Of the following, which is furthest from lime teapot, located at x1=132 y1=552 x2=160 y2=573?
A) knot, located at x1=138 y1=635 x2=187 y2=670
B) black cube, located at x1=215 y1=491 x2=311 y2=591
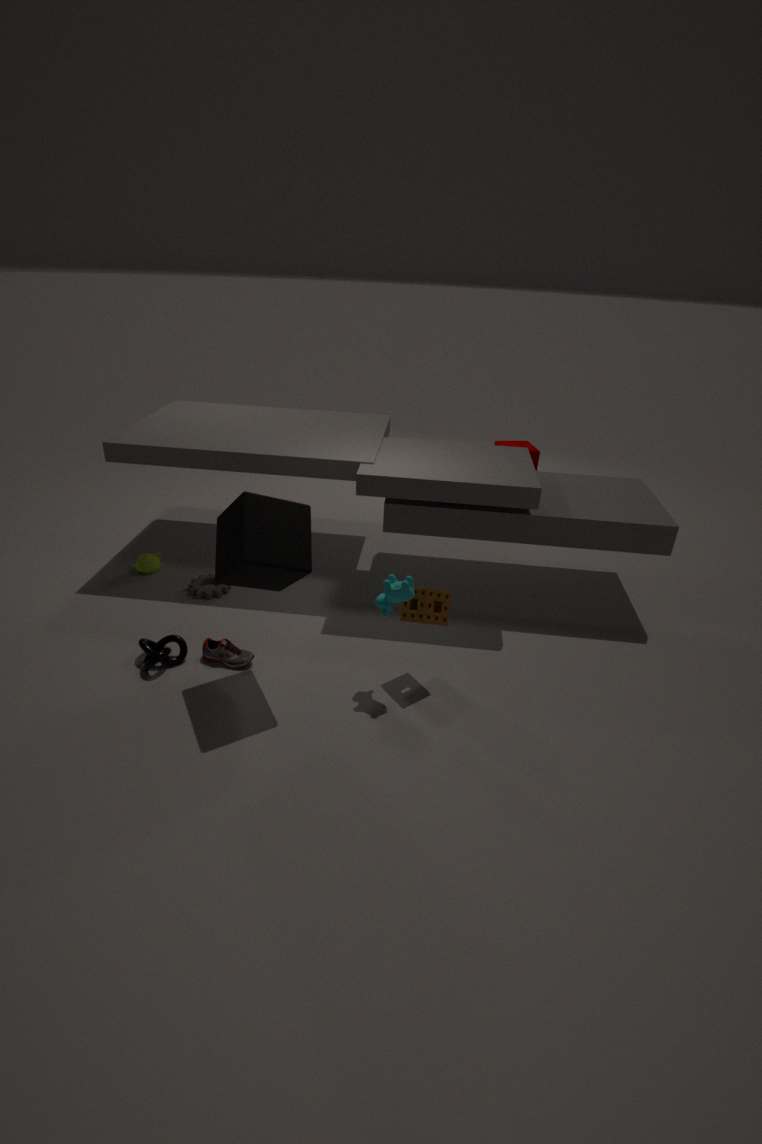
black cube, located at x1=215 y1=491 x2=311 y2=591
